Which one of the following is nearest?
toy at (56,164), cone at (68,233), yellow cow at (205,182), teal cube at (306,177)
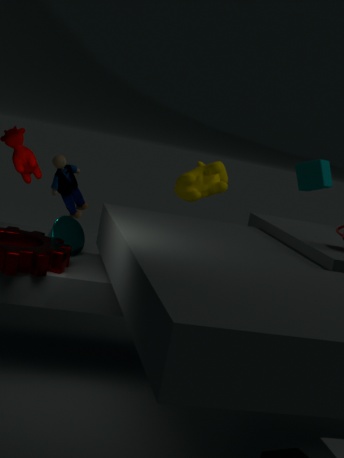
cone at (68,233)
